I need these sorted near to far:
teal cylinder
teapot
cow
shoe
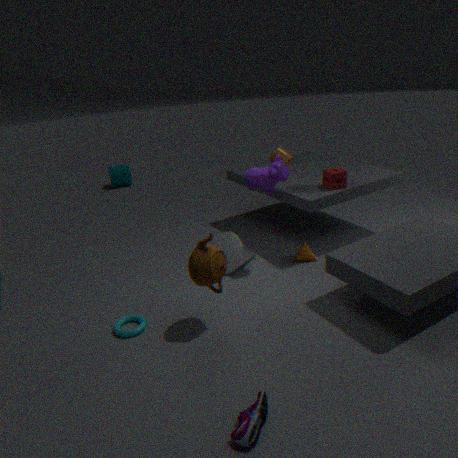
shoe
teapot
cow
teal cylinder
